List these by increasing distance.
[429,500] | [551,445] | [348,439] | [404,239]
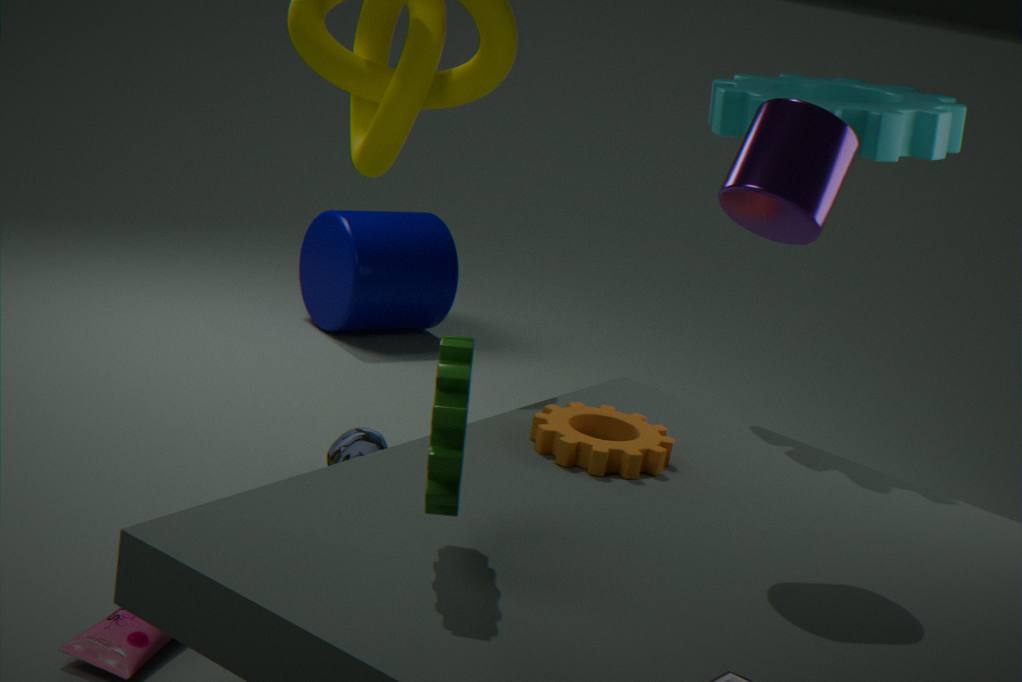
[429,500]
[551,445]
[348,439]
[404,239]
